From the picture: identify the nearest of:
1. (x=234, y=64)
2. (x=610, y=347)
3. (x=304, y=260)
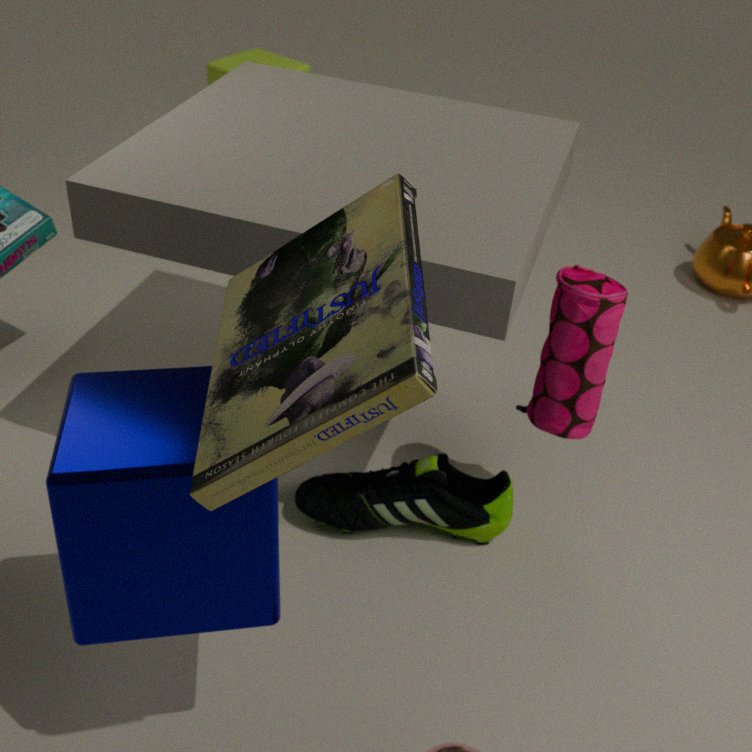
(x=304, y=260)
